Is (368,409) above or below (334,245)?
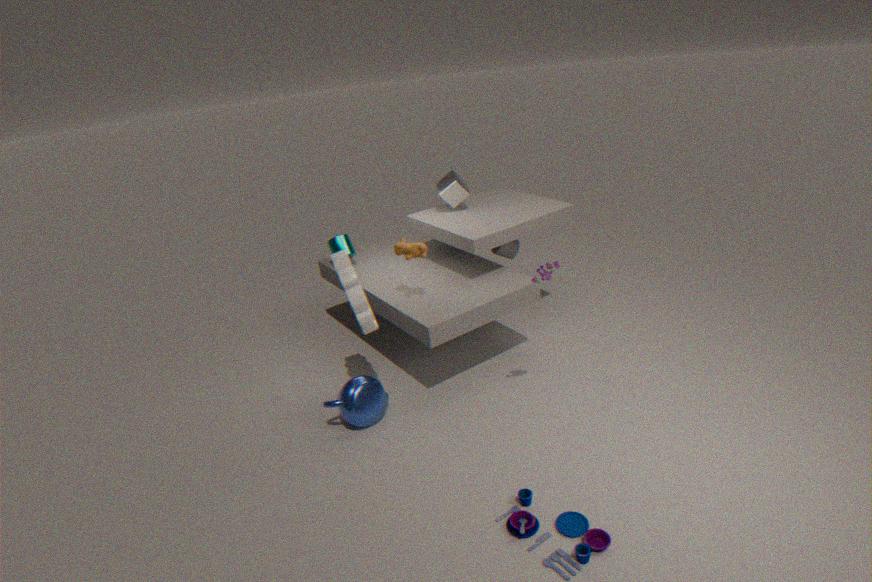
below
